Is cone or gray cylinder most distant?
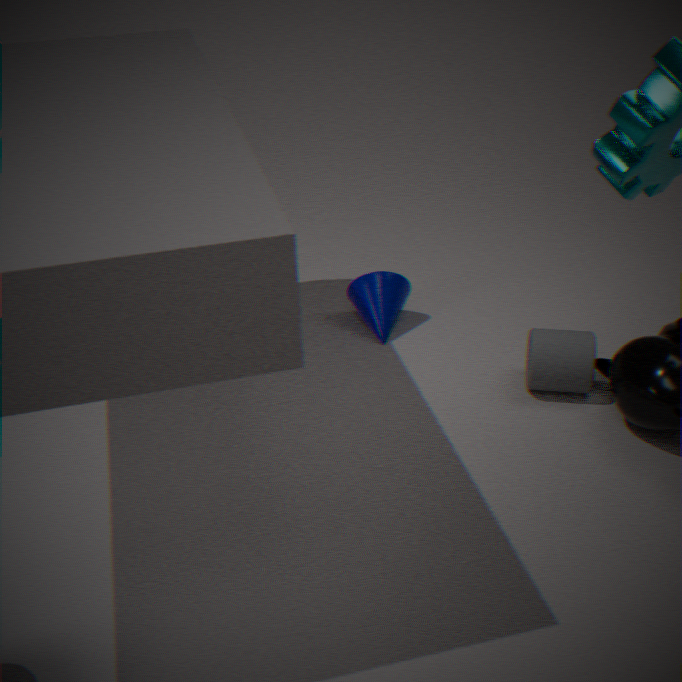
cone
